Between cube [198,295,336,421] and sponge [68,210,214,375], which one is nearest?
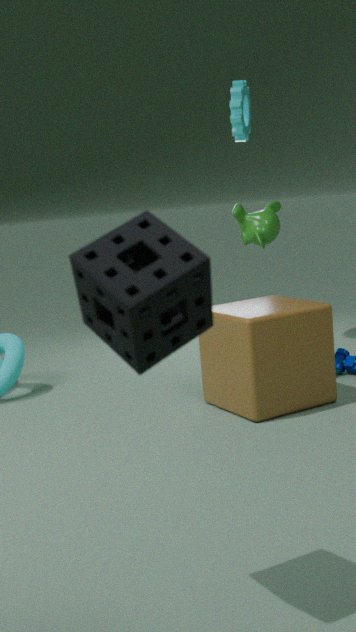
sponge [68,210,214,375]
